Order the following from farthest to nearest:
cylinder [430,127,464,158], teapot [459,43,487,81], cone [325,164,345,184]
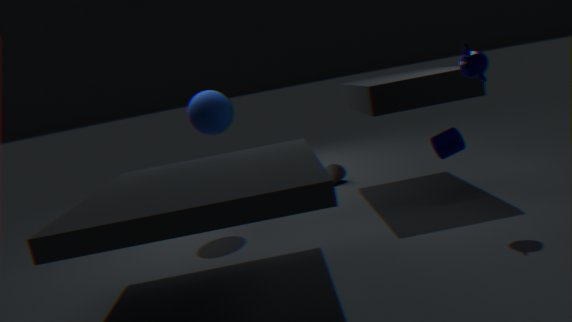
1. cone [325,164,345,184]
2. cylinder [430,127,464,158]
3. teapot [459,43,487,81]
